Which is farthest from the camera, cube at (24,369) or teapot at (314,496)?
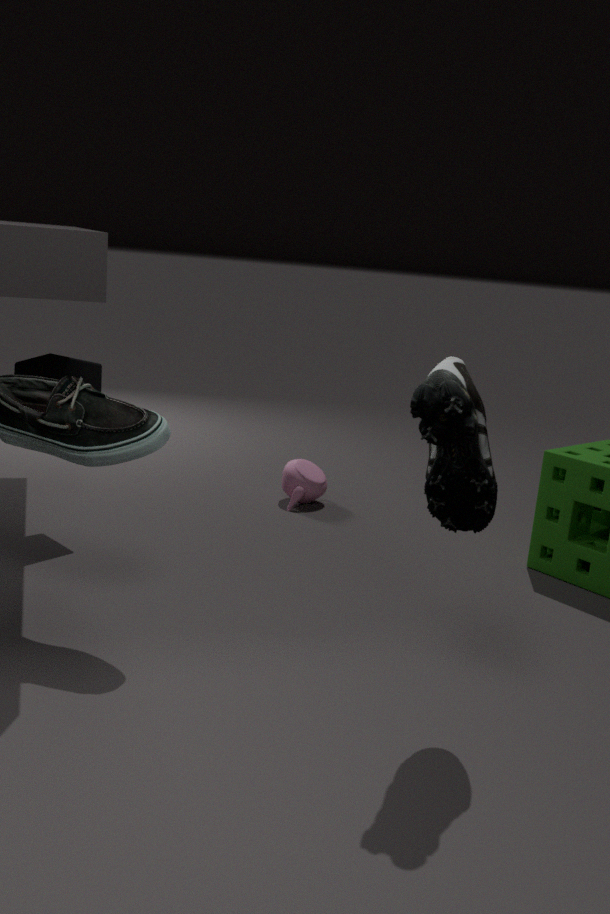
teapot at (314,496)
